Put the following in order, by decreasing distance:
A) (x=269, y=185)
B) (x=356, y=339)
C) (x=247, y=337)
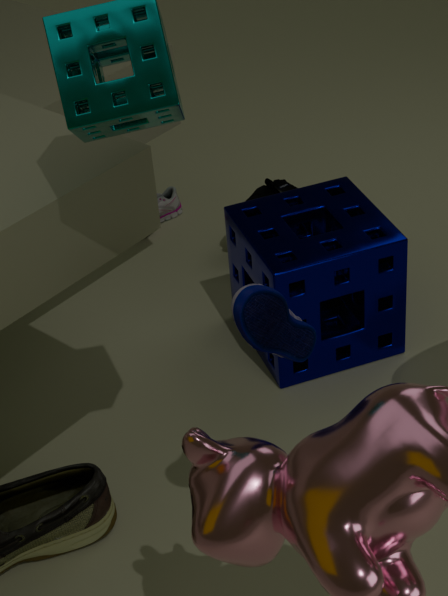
(x=269, y=185) < (x=356, y=339) < (x=247, y=337)
